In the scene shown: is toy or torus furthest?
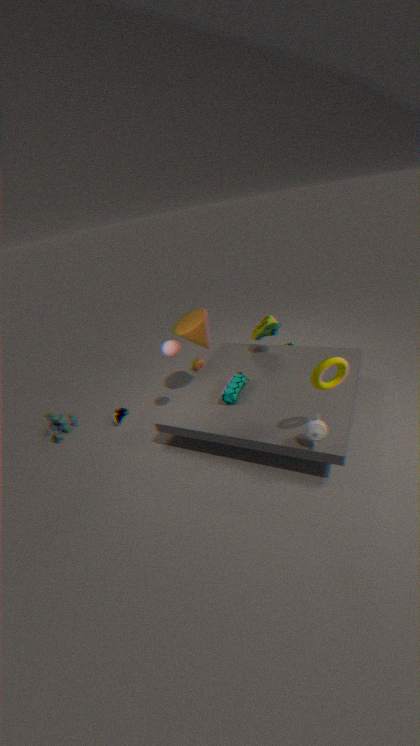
toy
